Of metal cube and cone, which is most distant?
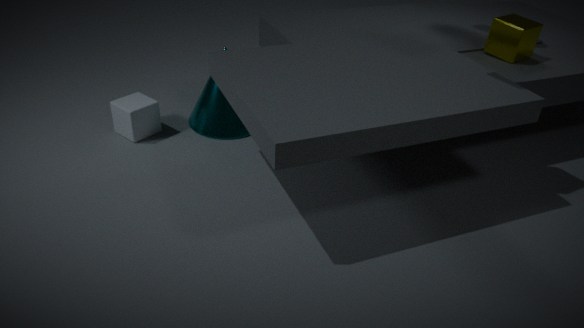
cone
